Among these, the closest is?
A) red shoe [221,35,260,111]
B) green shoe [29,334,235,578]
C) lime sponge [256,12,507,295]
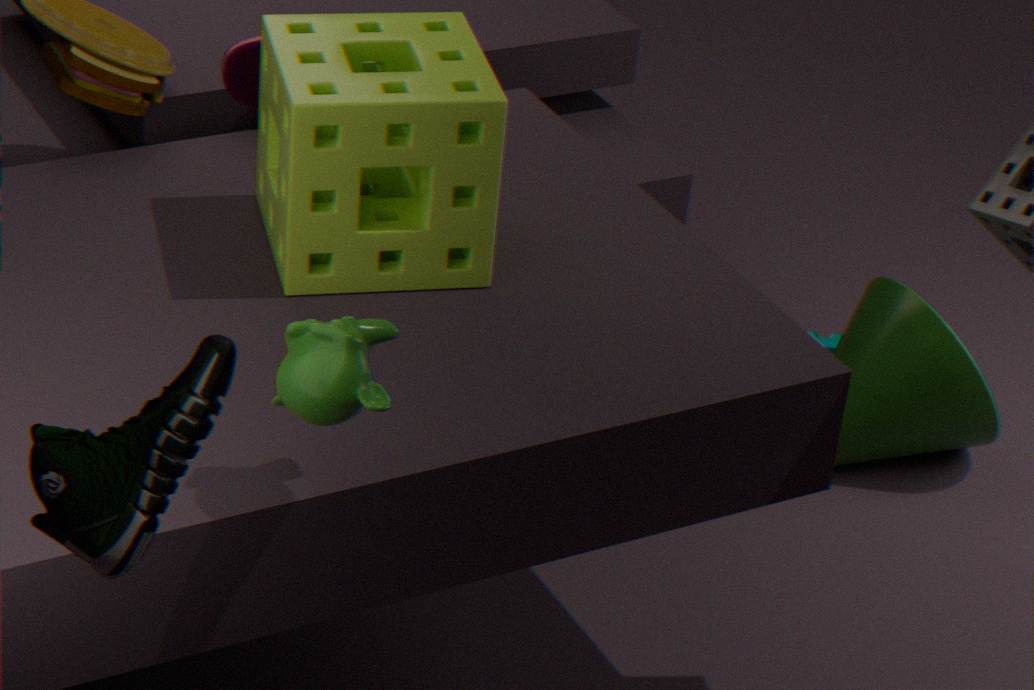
green shoe [29,334,235,578]
